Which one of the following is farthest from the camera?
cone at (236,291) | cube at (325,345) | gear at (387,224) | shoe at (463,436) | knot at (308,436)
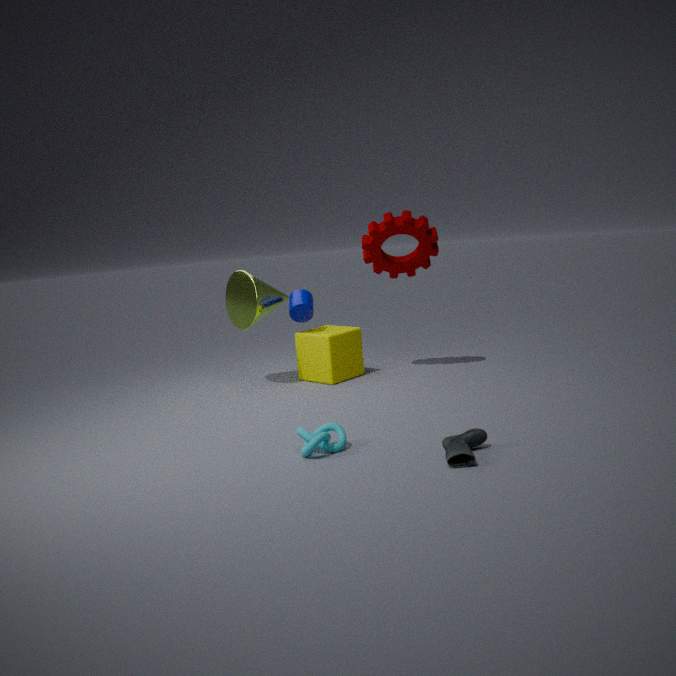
cube at (325,345)
